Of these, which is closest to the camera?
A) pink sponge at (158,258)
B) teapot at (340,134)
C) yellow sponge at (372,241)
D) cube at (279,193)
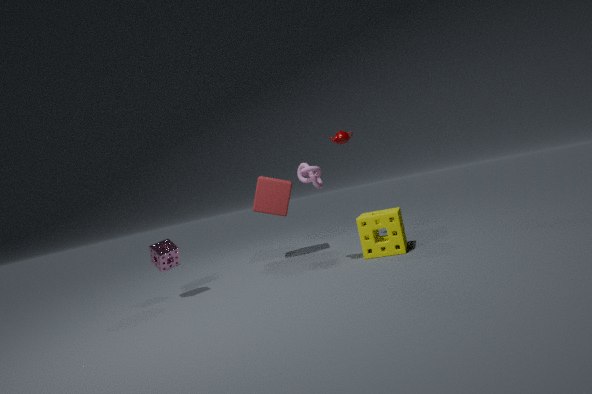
A. pink sponge at (158,258)
